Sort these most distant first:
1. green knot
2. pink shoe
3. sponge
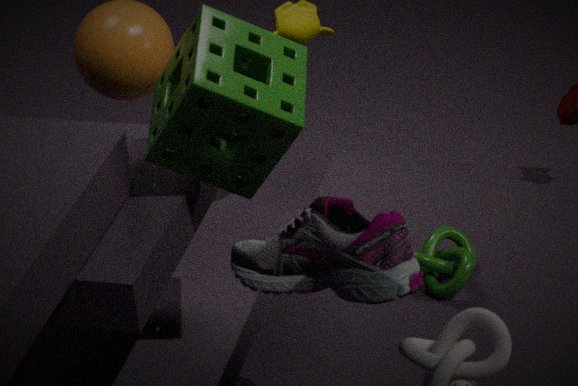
green knot, sponge, pink shoe
